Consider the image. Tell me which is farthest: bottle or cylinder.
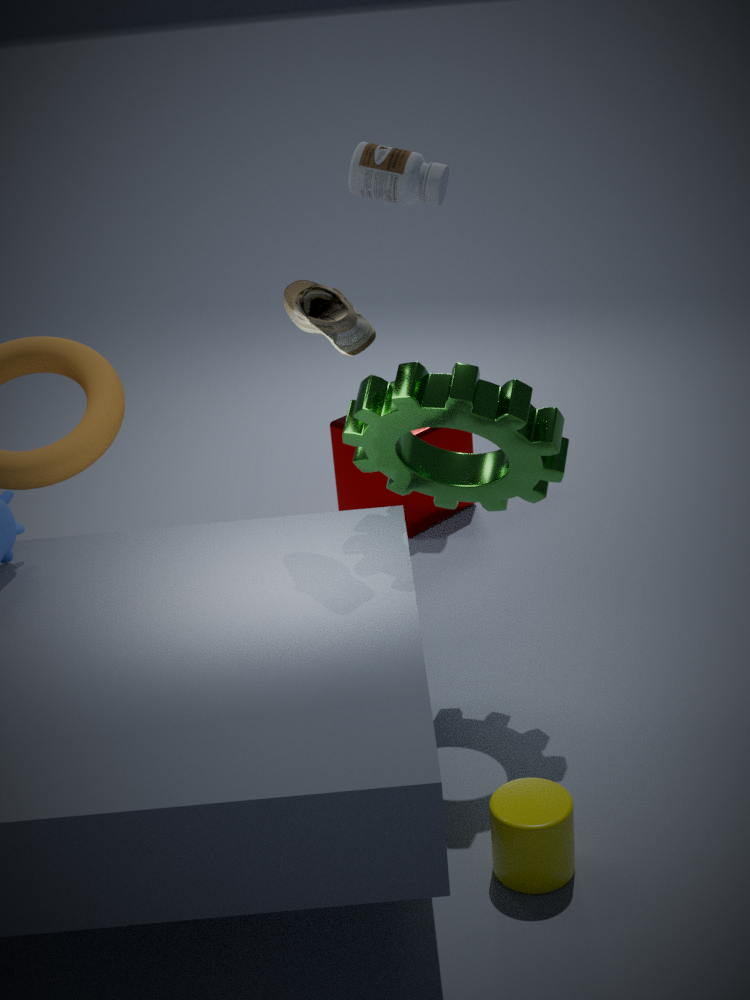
bottle
